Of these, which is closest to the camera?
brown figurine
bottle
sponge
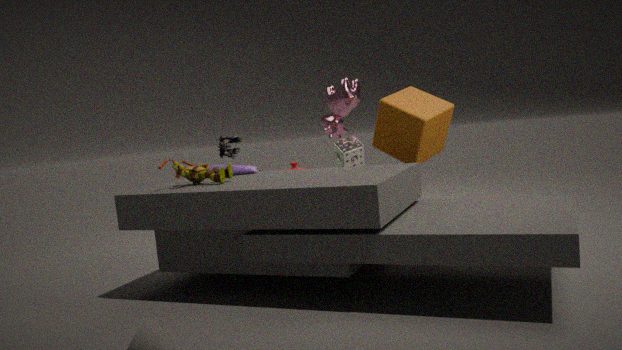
brown figurine
